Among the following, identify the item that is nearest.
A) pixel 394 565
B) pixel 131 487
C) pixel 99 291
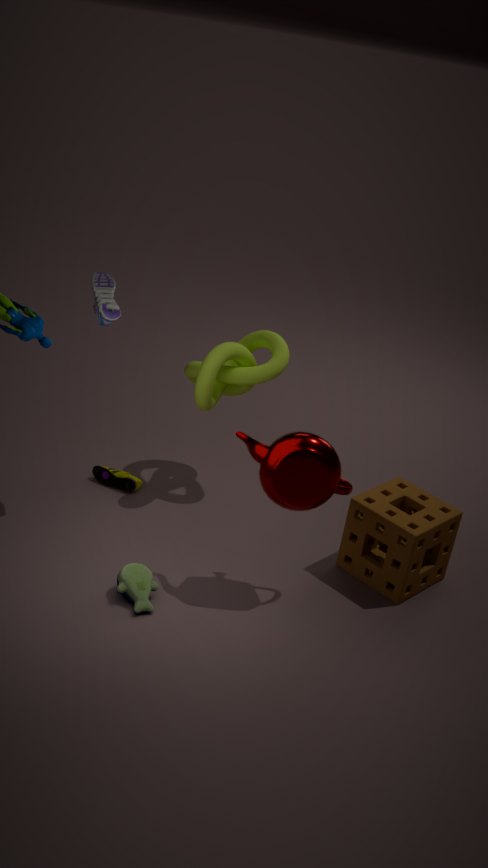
pixel 99 291
